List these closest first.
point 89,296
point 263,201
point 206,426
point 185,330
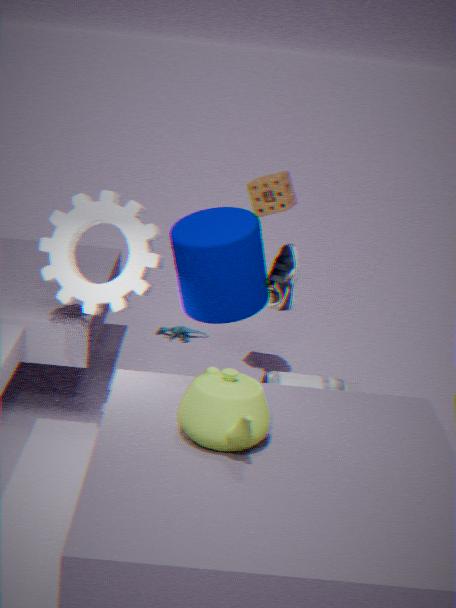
point 206,426 < point 89,296 < point 263,201 < point 185,330
